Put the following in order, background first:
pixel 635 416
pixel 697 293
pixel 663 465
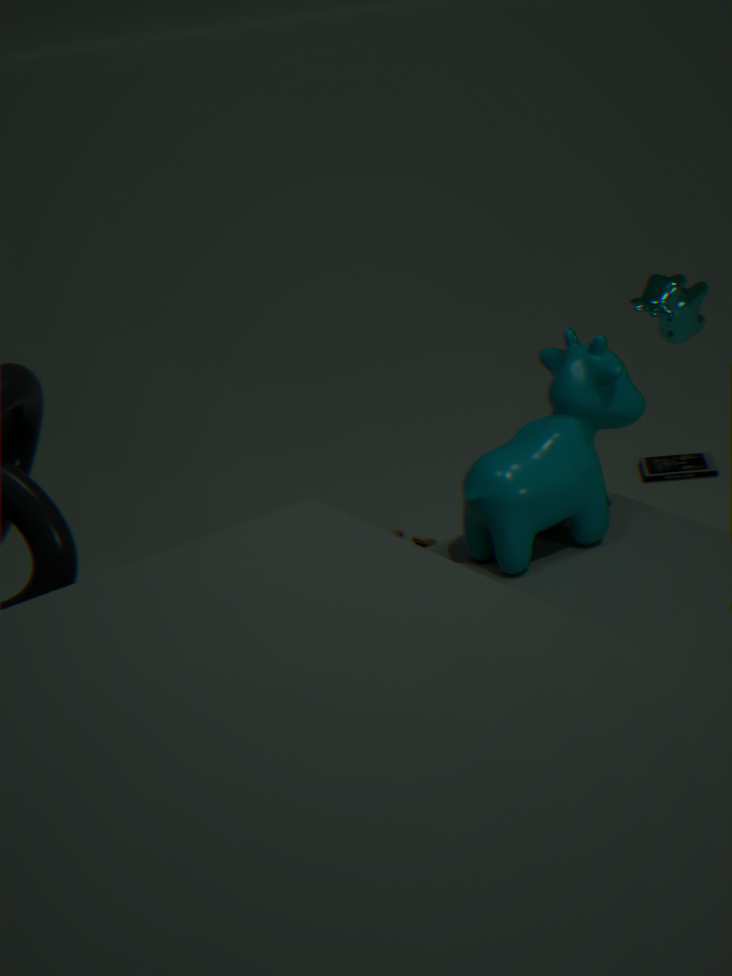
pixel 663 465, pixel 697 293, pixel 635 416
